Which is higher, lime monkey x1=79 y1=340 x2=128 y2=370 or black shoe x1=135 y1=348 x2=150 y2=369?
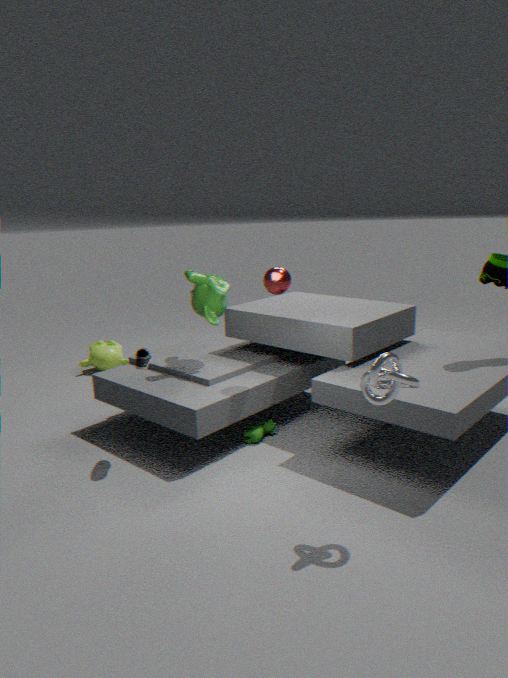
black shoe x1=135 y1=348 x2=150 y2=369
